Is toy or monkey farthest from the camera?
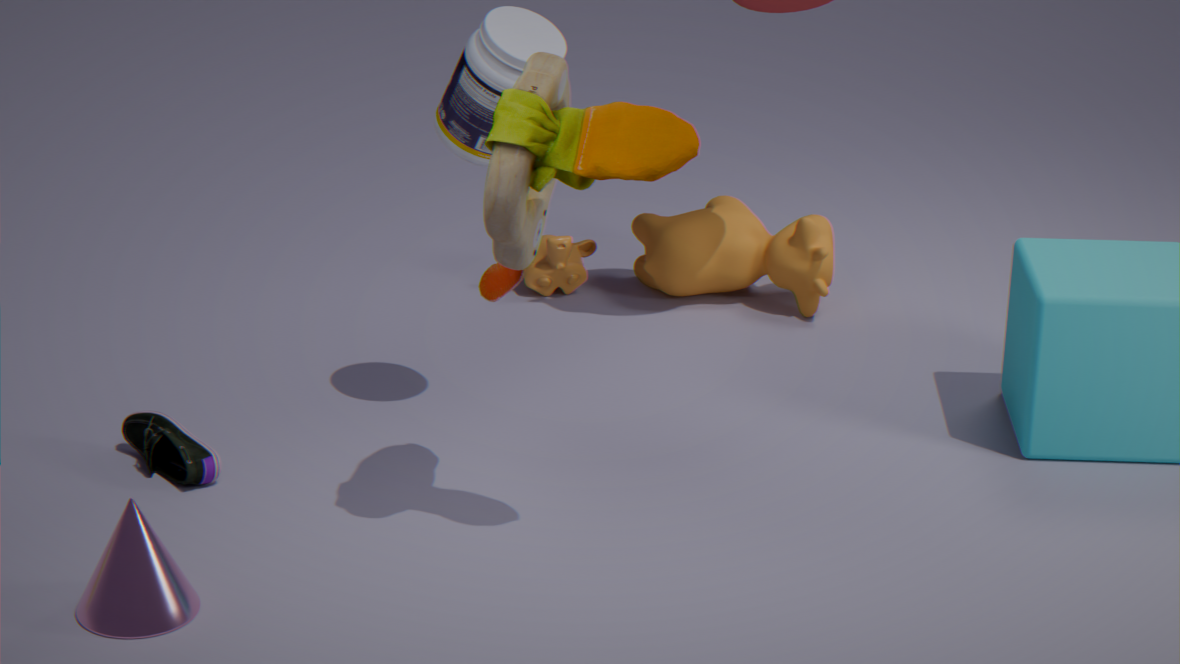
monkey
